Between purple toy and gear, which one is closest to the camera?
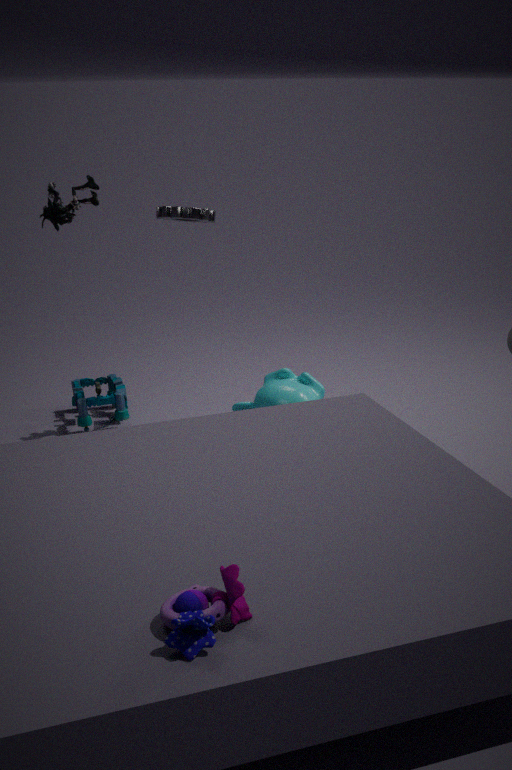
purple toy
